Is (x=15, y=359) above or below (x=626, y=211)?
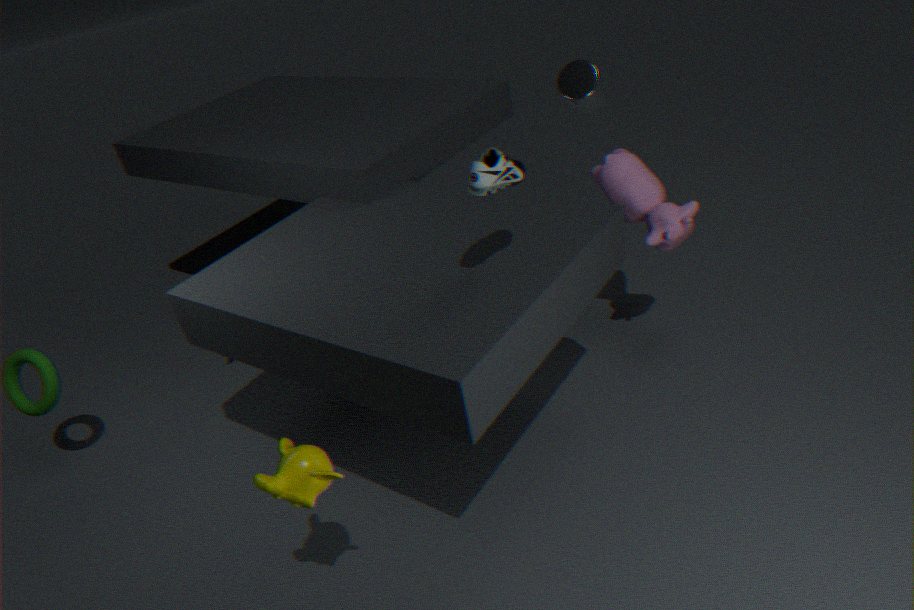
below
